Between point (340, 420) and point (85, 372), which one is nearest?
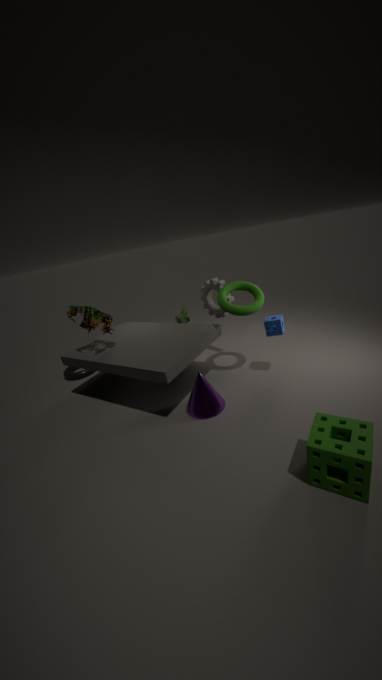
point (340, 420)
